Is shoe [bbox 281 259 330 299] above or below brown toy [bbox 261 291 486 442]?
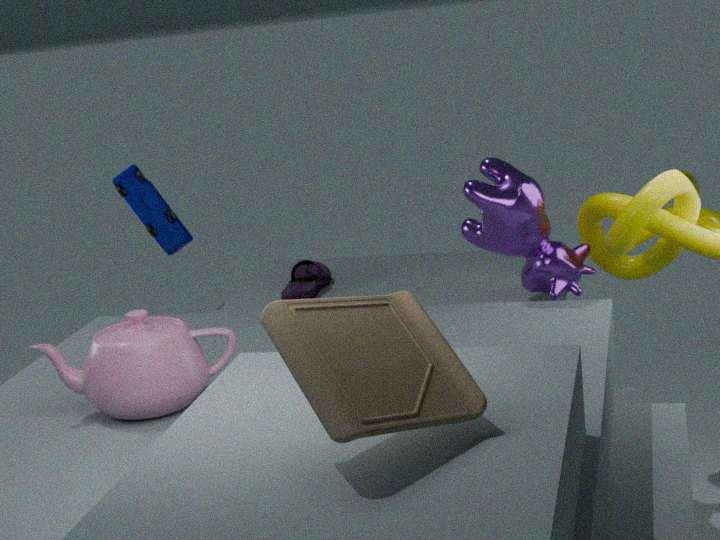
below
